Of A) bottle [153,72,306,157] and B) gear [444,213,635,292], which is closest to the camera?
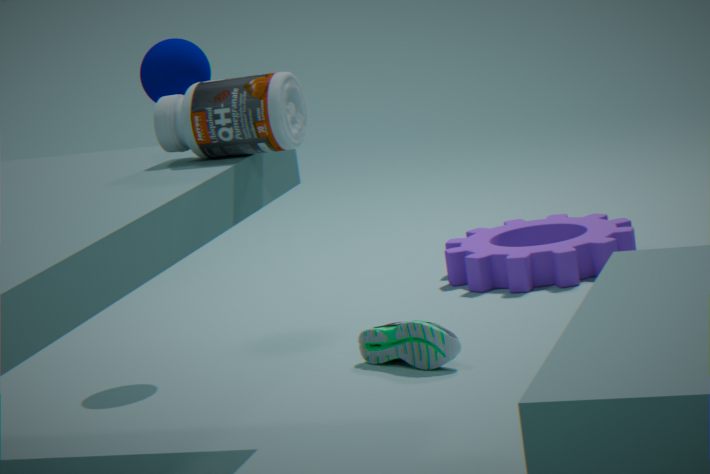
A. bottle [153,72,306,157]
